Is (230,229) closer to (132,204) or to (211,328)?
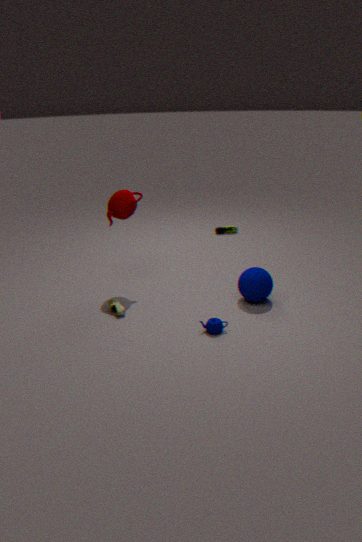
(132,204)
